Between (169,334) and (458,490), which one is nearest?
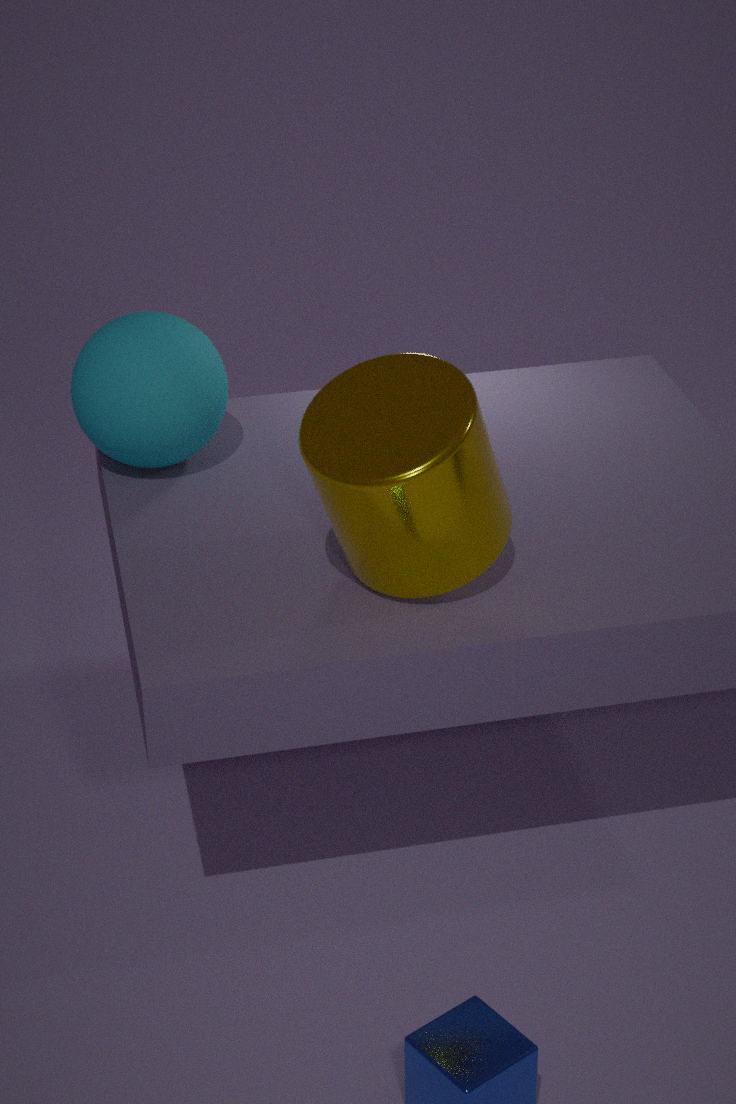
(458,490)
